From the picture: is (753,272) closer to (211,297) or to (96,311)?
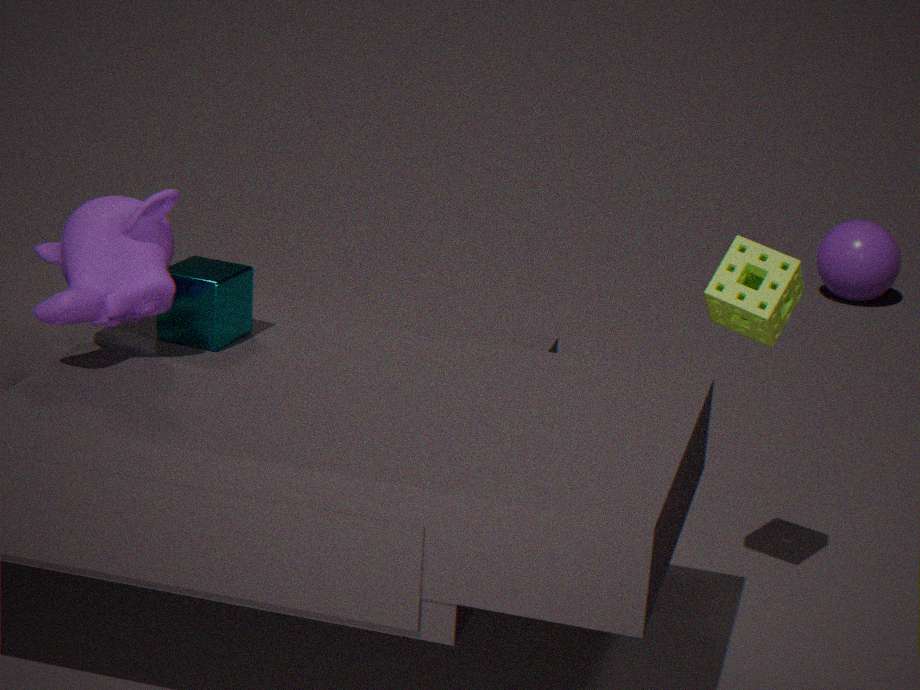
(211,297)
